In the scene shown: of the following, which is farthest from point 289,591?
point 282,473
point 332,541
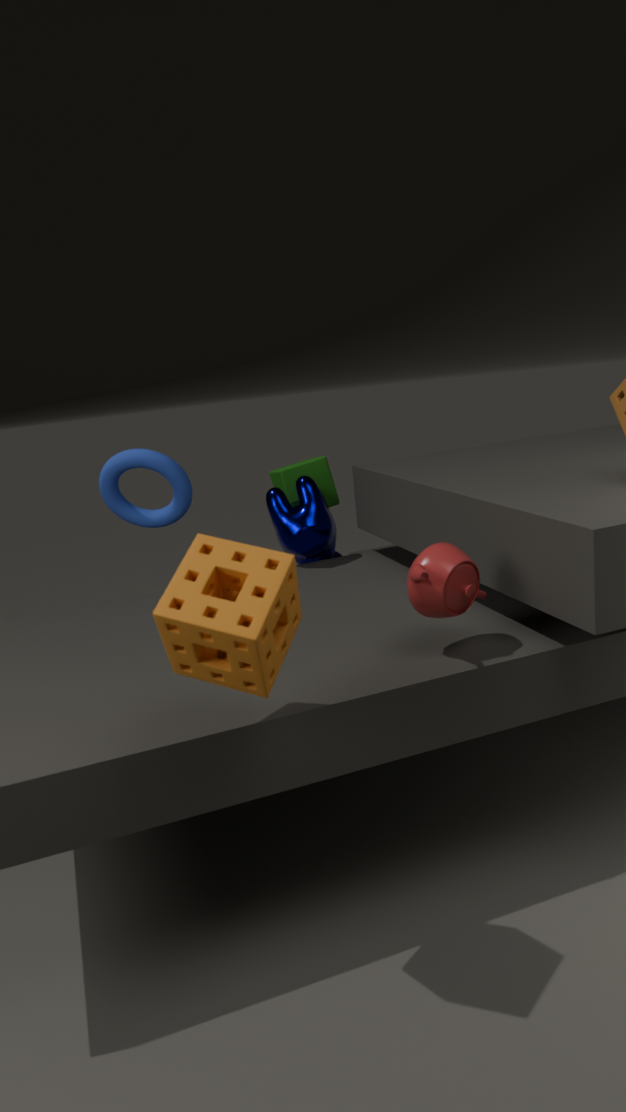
point 282,473
